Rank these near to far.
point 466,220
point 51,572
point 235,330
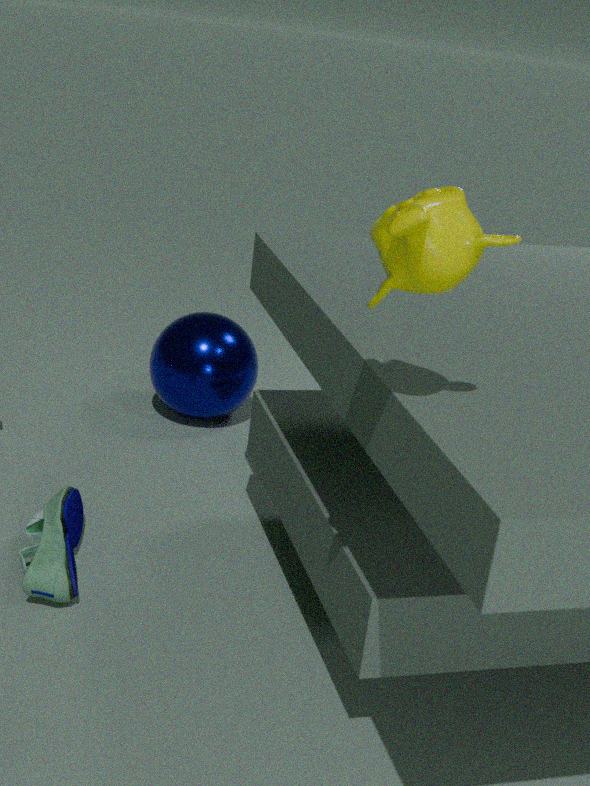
1. point 466,220
2. point 51,572
3. point 235,330
